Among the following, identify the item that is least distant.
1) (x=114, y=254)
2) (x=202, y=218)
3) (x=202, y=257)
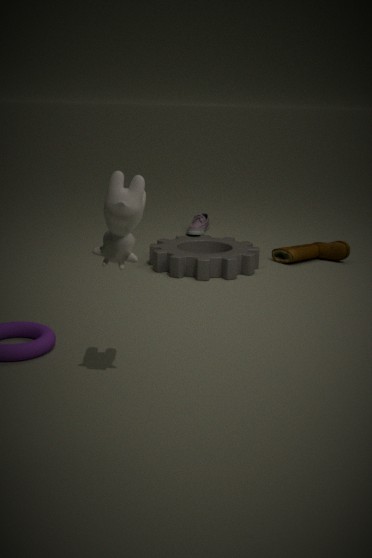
1. (x=114, y=254)
